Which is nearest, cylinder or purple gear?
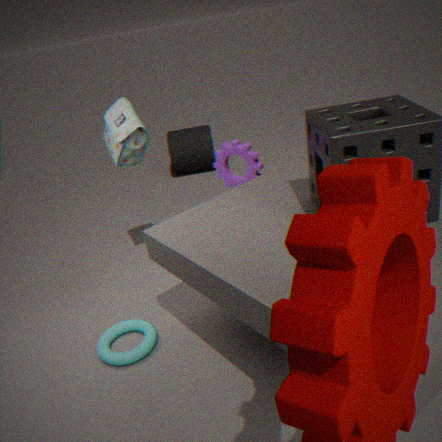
purple gear
